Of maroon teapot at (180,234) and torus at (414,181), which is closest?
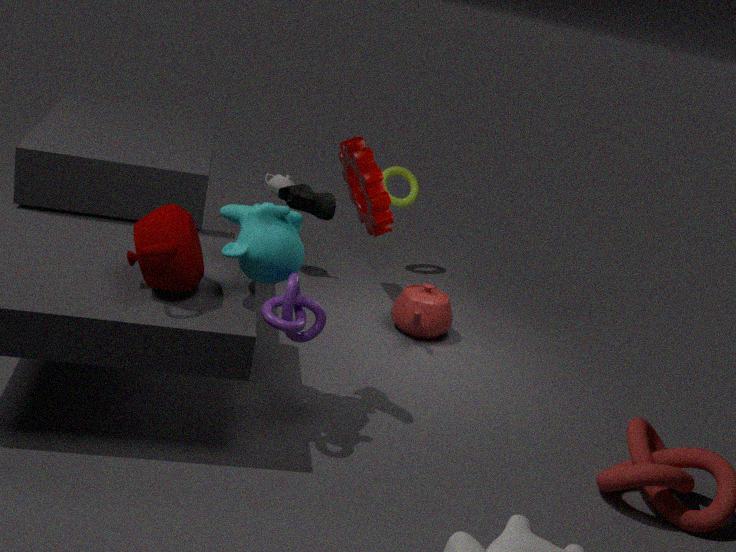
maroon teapot at (180,234)
